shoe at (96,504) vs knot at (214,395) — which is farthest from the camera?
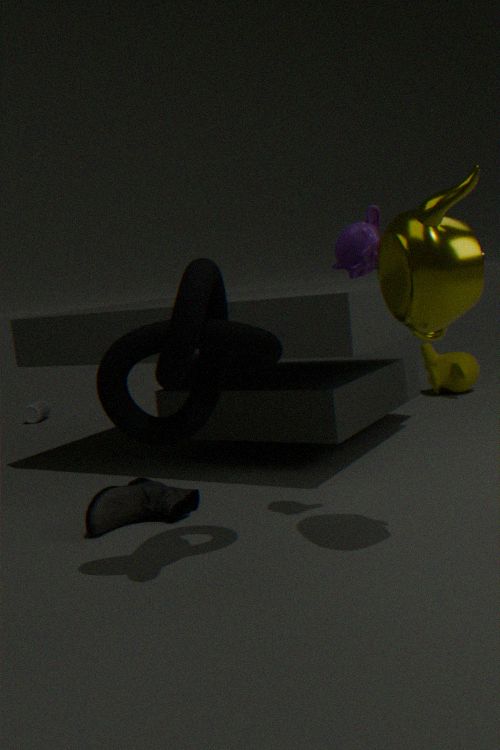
shoe at (96,504)
